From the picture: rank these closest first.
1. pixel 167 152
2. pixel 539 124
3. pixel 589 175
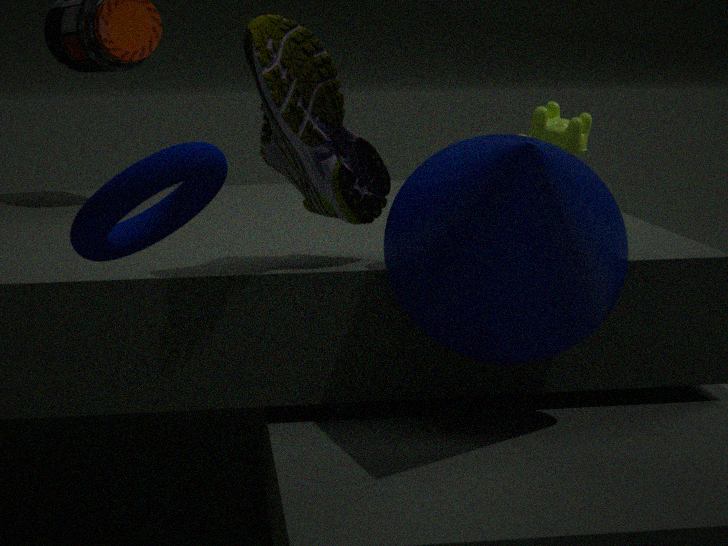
pixel 167 152, pixel 589 175, pixel 539 124
